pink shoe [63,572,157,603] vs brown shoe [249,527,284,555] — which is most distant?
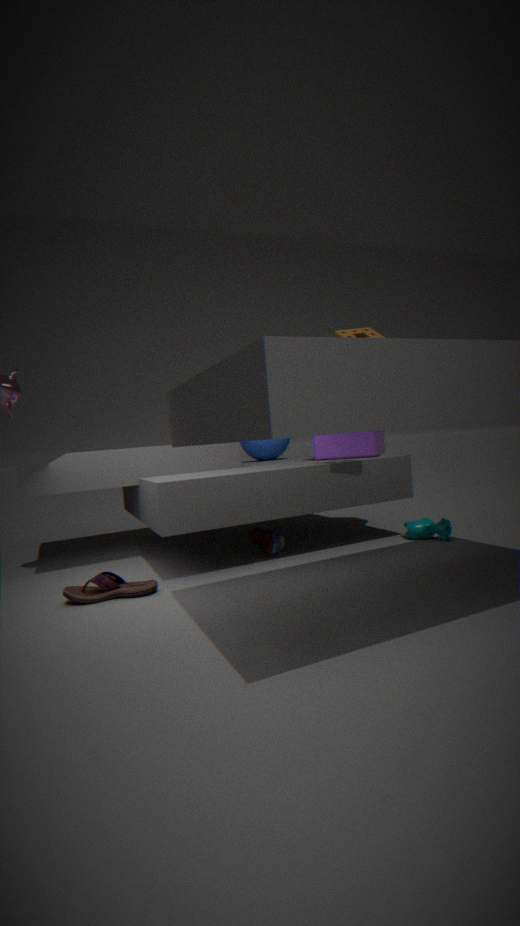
brown shoe [249,527,284,555]
